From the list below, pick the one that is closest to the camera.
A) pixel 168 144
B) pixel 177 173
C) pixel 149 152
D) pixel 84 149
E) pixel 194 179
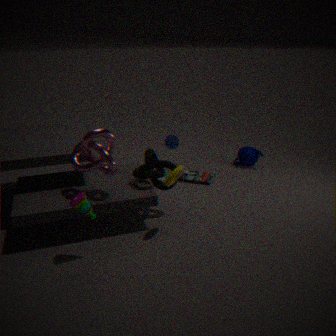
pixel 84 149
